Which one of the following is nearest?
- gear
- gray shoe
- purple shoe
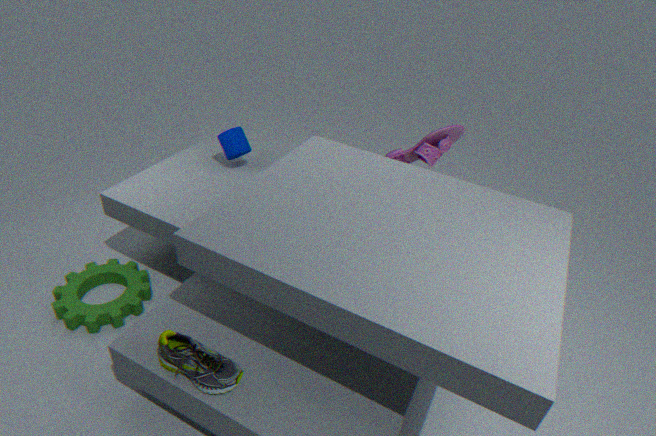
gray shoe
